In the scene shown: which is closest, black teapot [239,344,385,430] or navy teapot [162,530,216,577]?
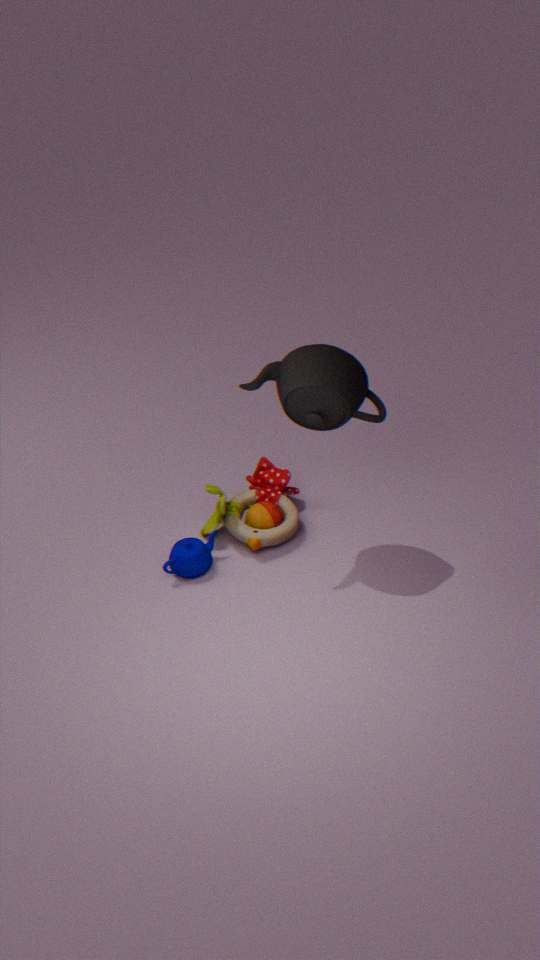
black teapot [239,344,385,430]
